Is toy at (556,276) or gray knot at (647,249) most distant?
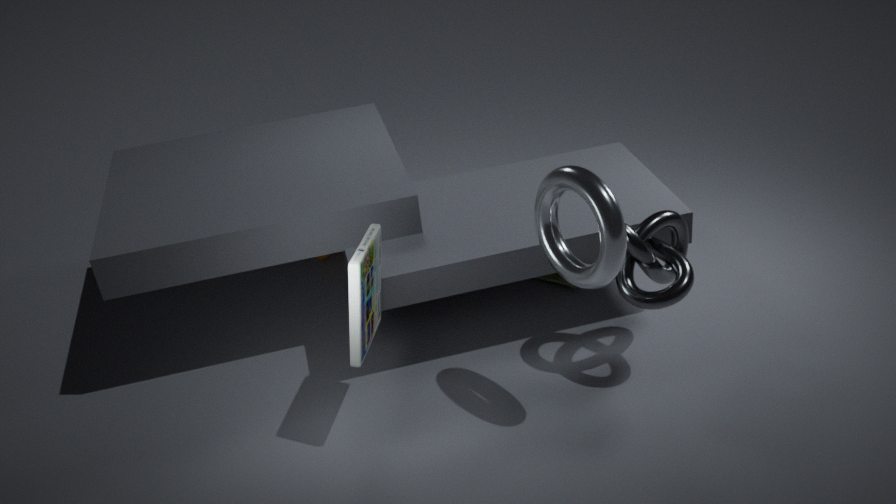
toy at (556,276)
